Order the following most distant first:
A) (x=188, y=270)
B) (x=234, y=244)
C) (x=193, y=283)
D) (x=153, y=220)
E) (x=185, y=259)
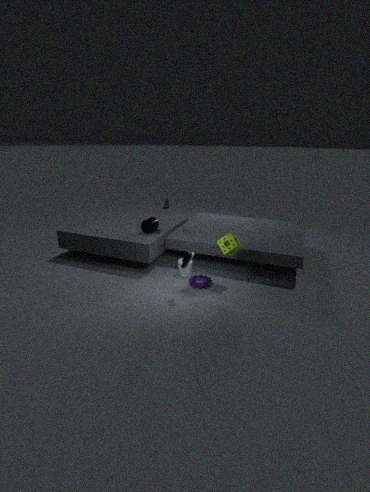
D. (x=153, y=220)
A. (x=188, y=270)
C. (x=193, y=283)
B. (x=234, y=244)
E. (x=185, y=259)
